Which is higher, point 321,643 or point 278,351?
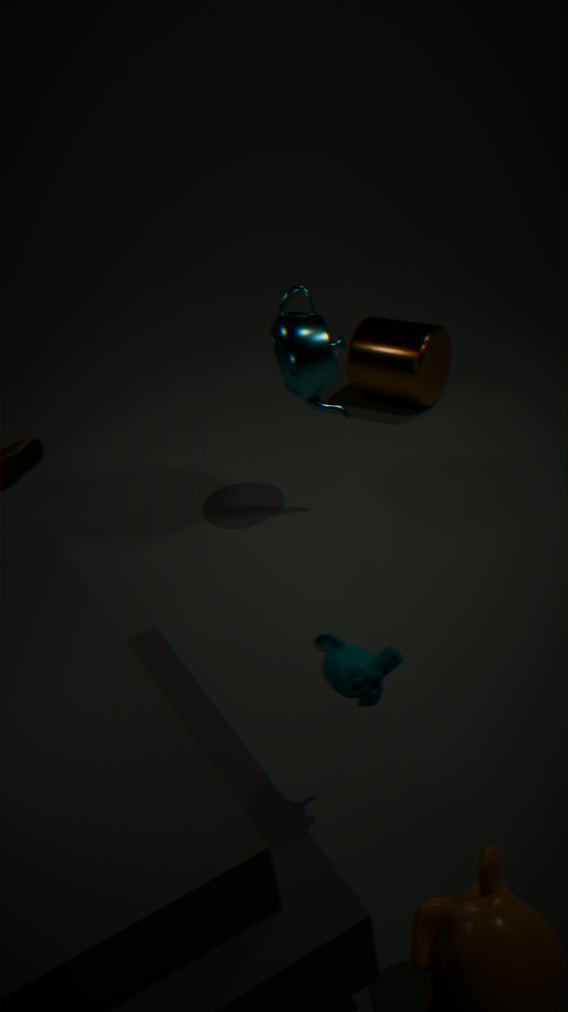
point 278,351
